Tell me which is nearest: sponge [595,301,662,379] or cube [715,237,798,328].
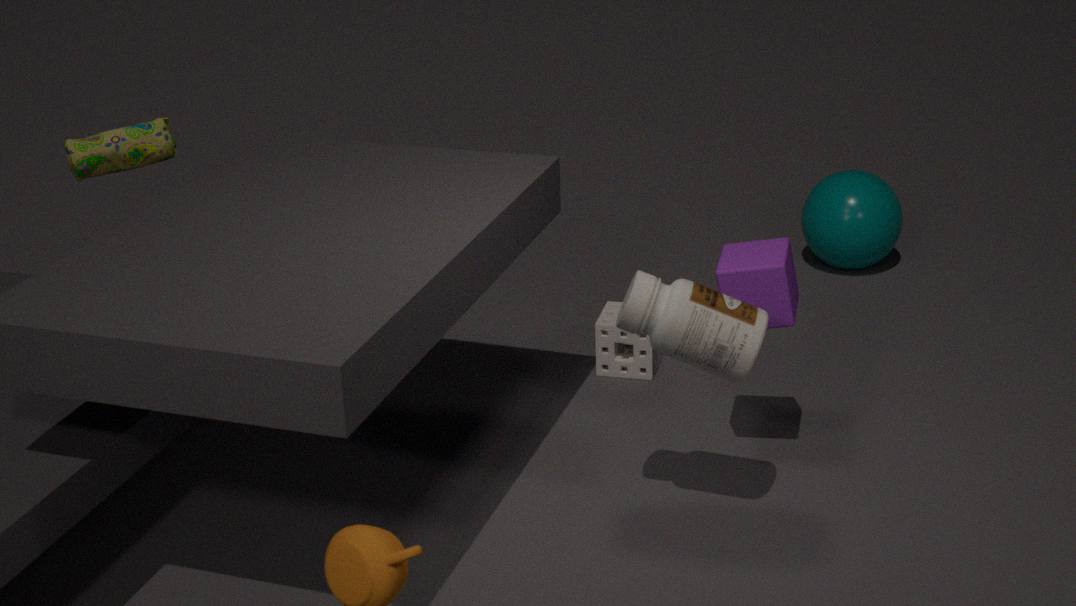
cube [715,237,798,328]
